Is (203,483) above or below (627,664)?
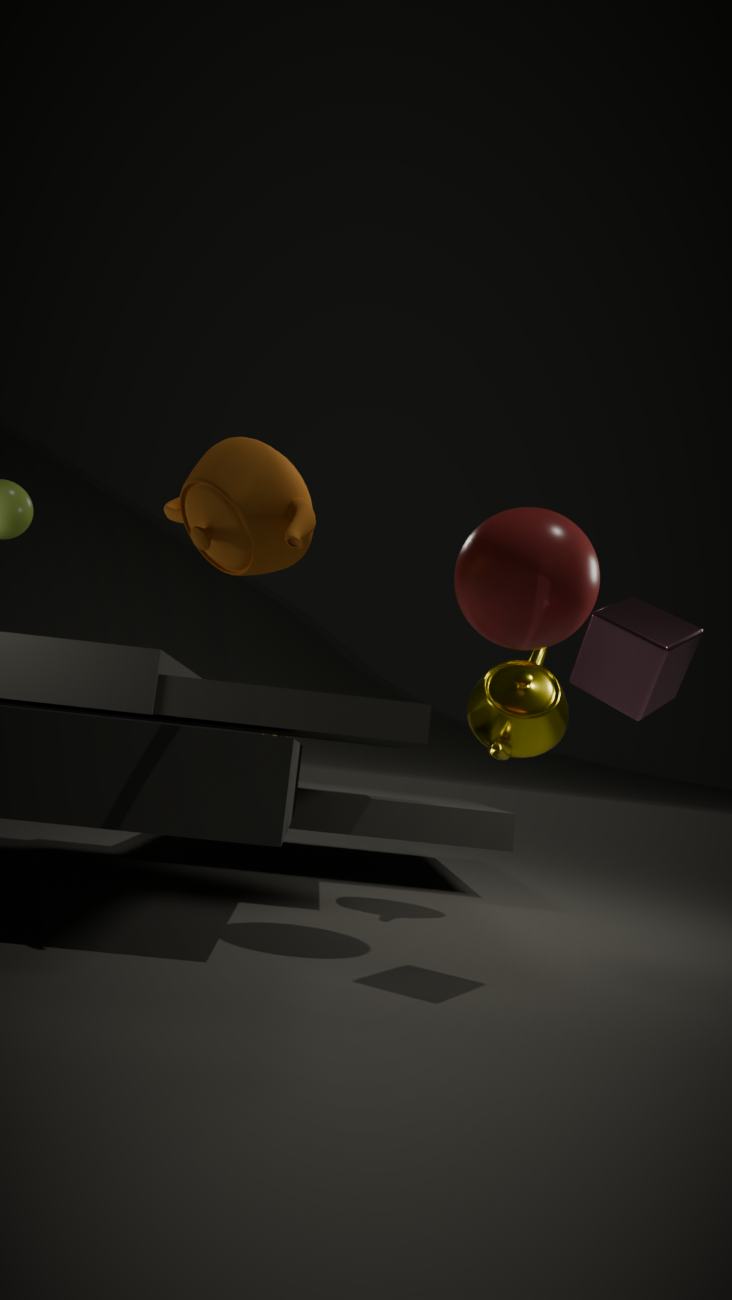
above
